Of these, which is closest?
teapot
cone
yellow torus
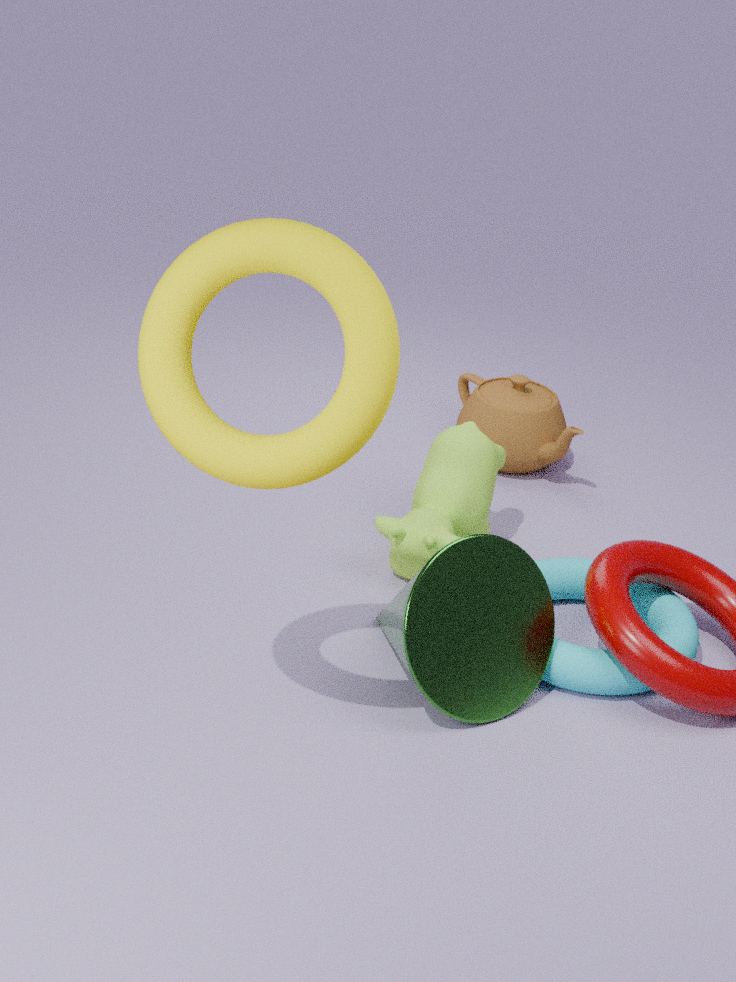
yellow torus
